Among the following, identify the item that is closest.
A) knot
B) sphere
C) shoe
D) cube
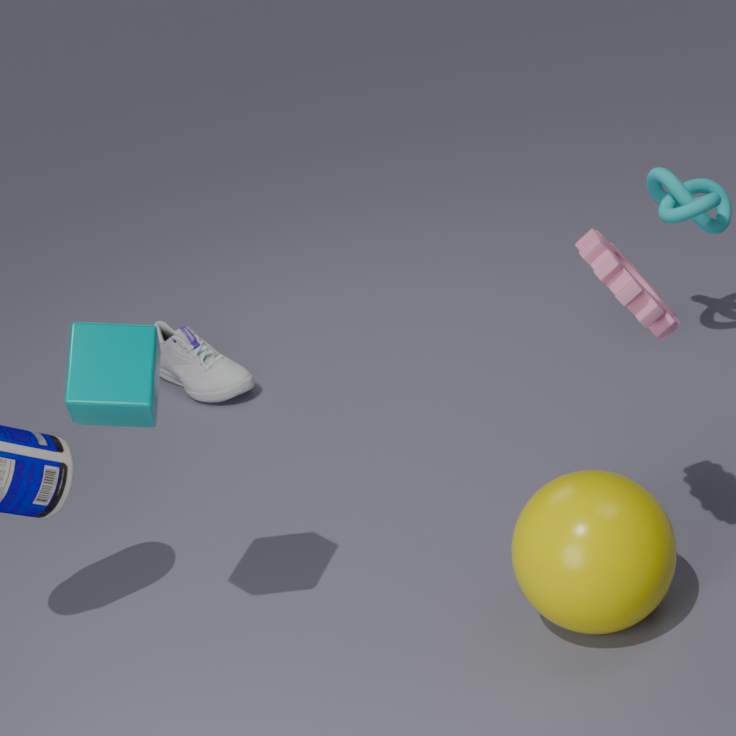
cube
